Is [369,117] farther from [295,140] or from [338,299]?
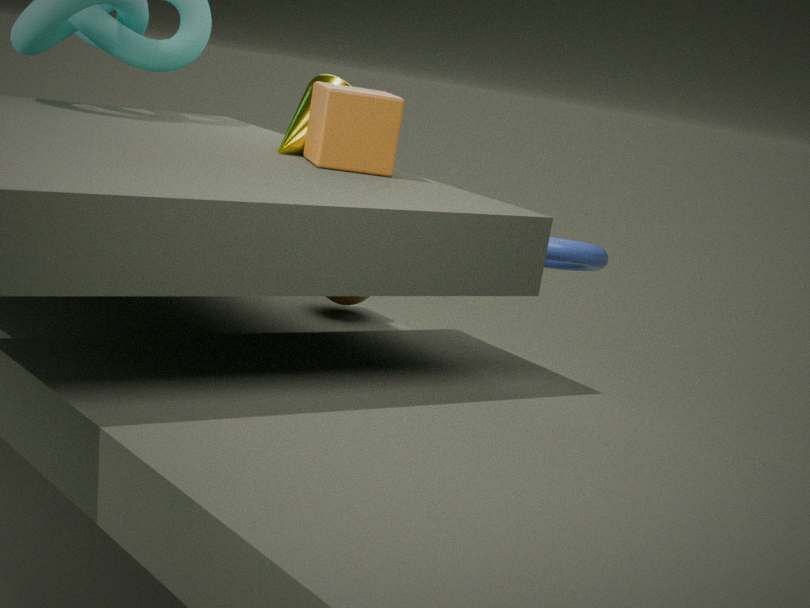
[338,299]
